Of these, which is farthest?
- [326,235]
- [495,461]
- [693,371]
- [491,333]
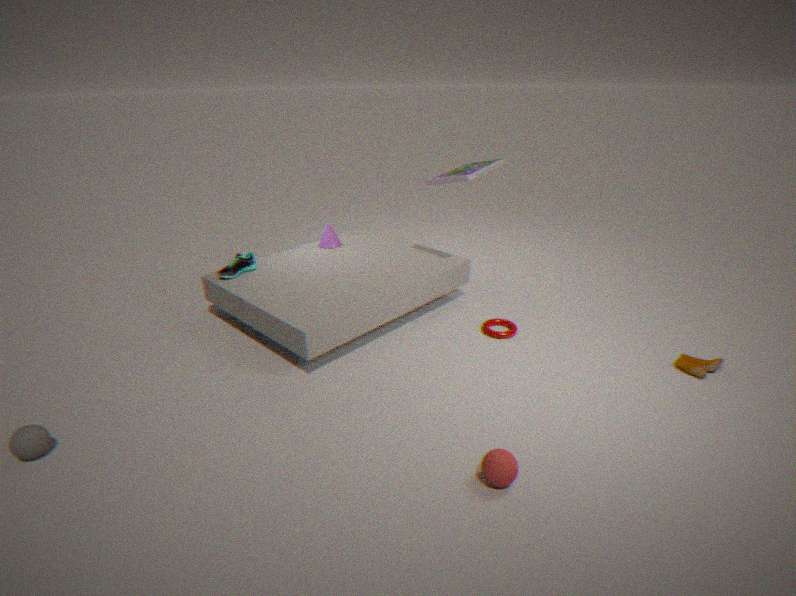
[326,235]
